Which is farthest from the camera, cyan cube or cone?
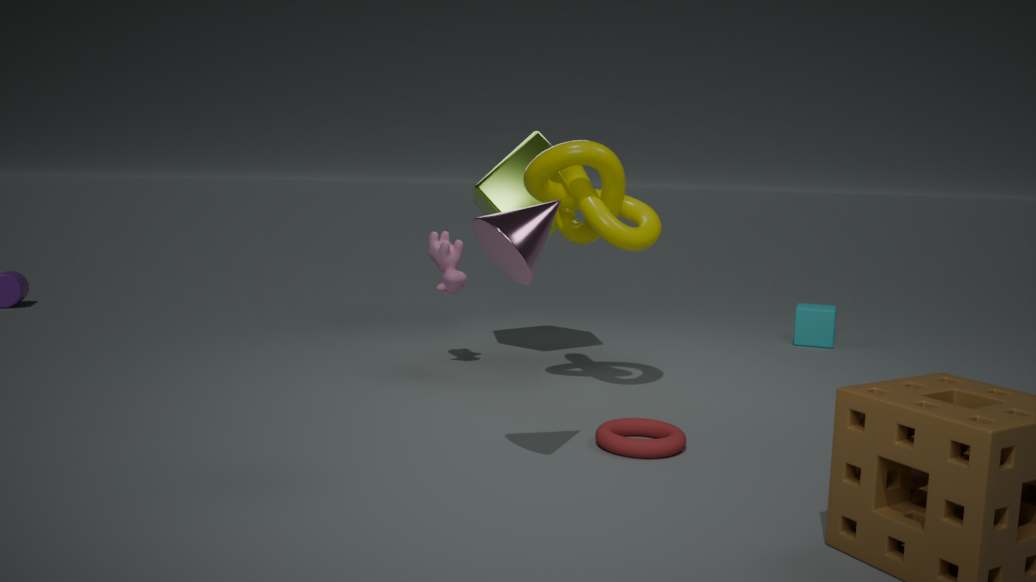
cyan cube
